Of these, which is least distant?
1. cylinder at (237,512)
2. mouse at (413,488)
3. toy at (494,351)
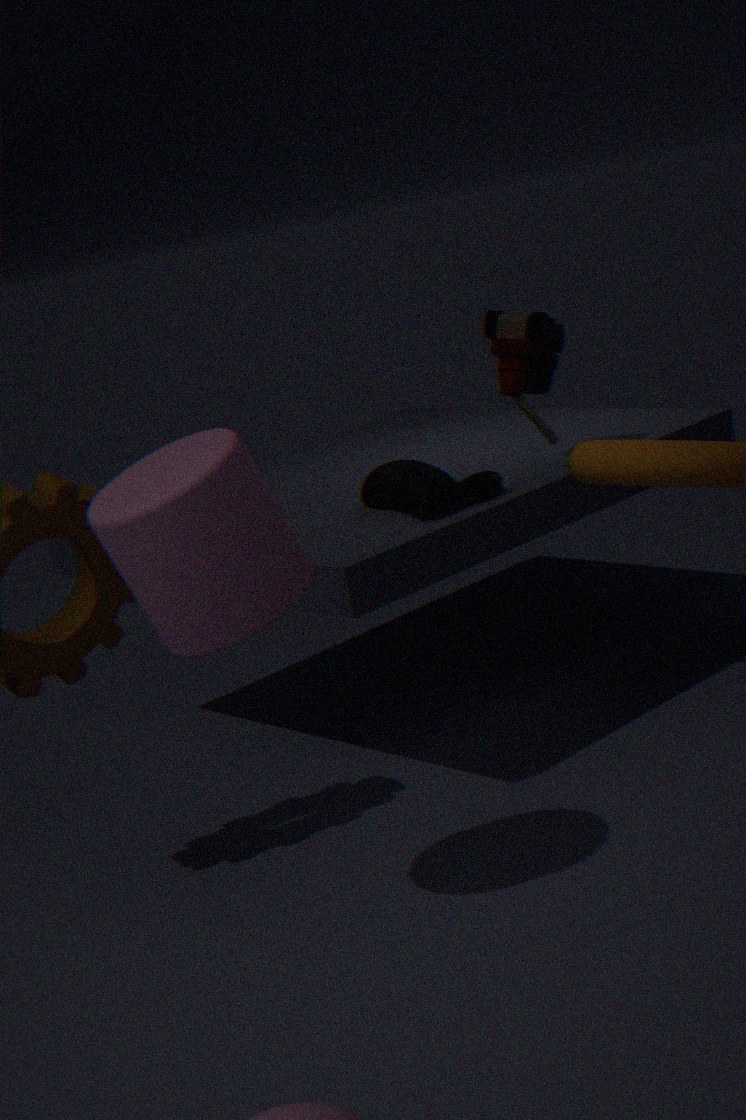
→ cylinder at (237,512)
